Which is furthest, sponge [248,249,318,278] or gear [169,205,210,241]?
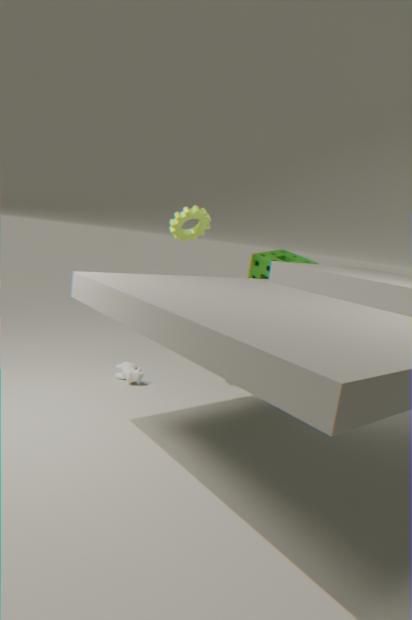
sponge [248,249,318,278]
